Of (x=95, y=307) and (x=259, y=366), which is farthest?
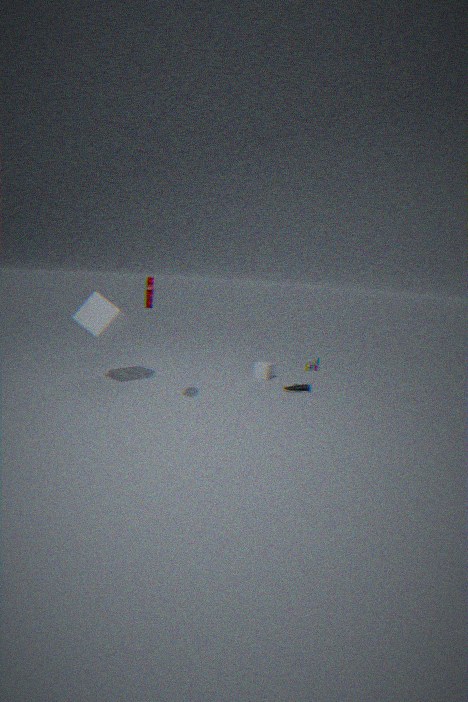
(x=259, y=366)
